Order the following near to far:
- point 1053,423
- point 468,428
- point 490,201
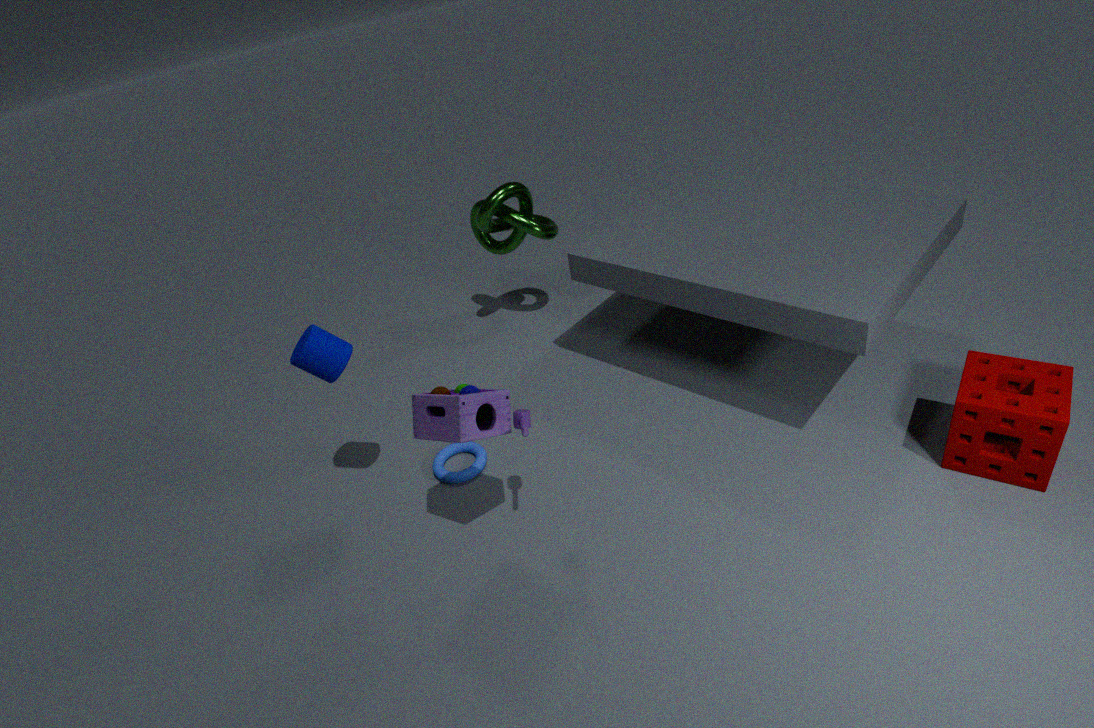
point 468,428 → point 1053,423 → point 490,201
